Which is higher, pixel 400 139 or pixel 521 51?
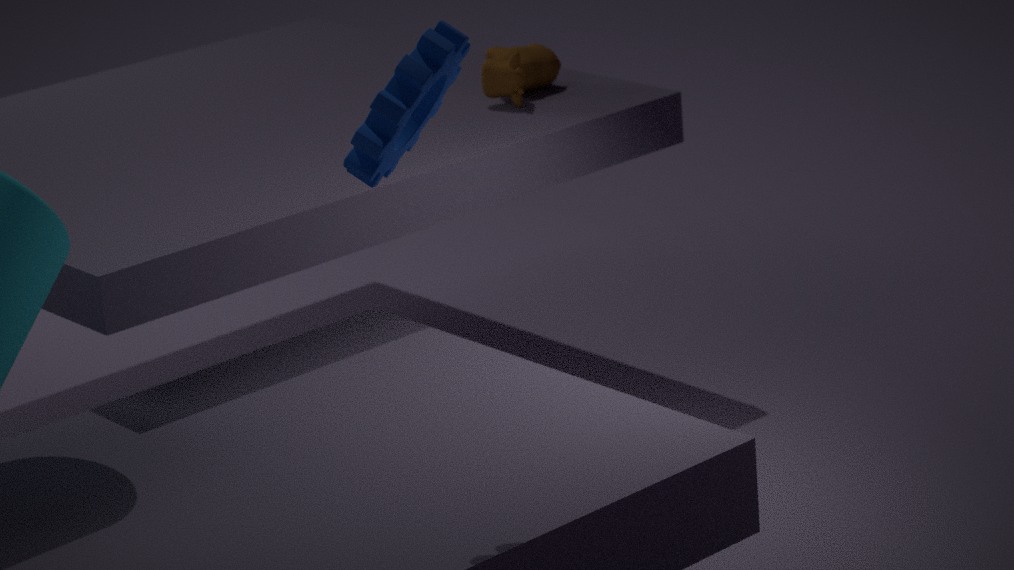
pixel 400 139
